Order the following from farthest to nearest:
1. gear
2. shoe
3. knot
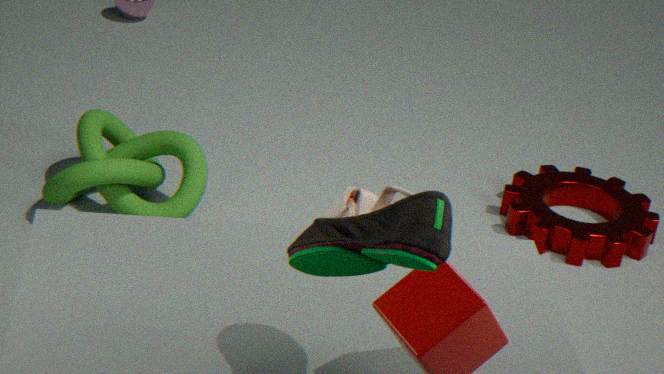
1. gear
2. knot
3. shoe
